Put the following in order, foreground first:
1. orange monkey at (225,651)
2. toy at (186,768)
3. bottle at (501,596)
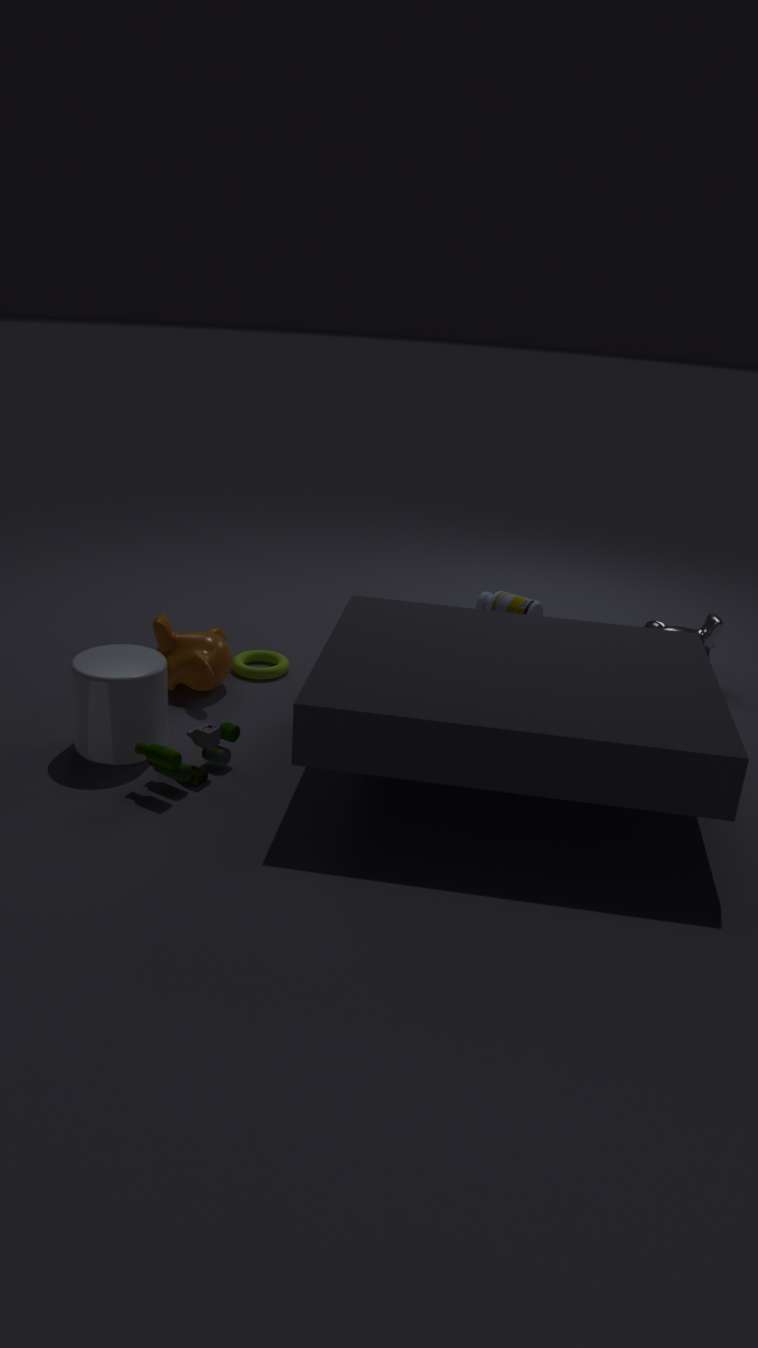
toy at (186,768), orange monkey at (225,651), bottle at (501,596)
